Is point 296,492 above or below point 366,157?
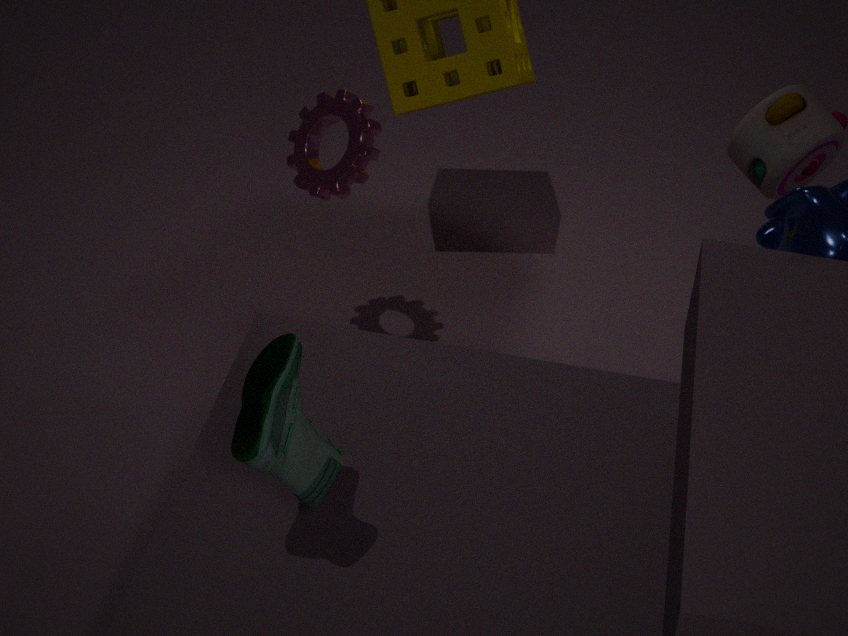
below
